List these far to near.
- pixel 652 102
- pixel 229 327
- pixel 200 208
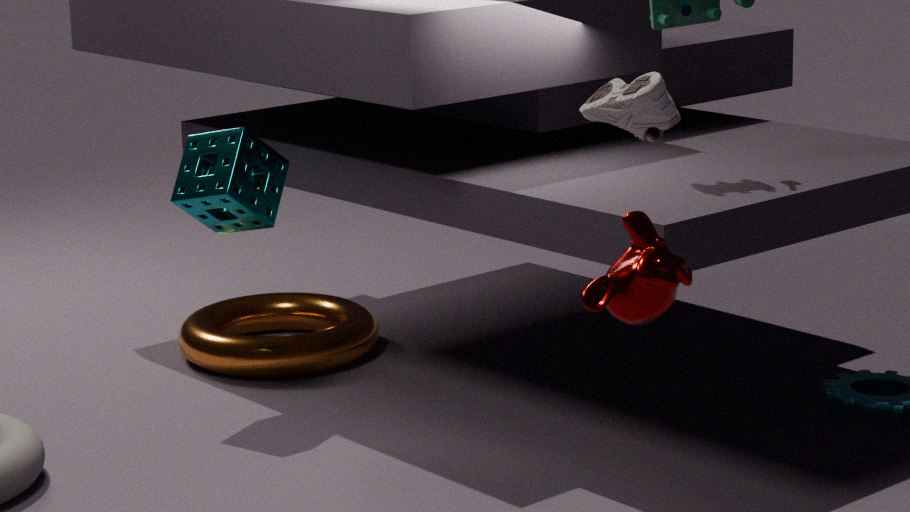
pixel 229 327
pixel 200 208
pixel 652 102
